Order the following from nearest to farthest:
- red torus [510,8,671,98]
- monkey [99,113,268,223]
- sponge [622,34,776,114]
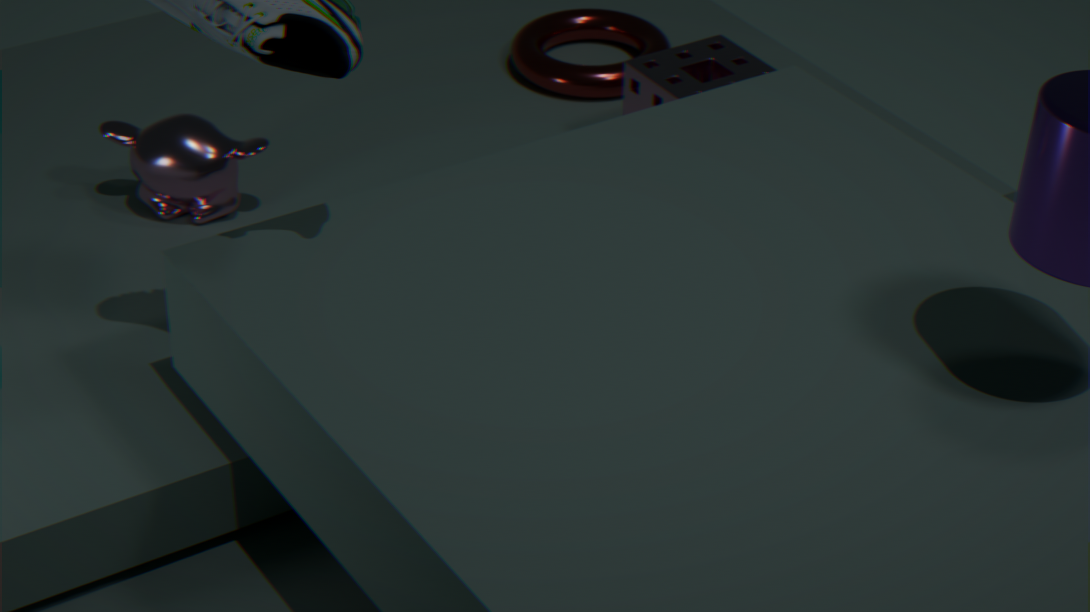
monkey [99,113,268,223] → sponge [622,34,776,114] → red torus [510,8,671,98]
